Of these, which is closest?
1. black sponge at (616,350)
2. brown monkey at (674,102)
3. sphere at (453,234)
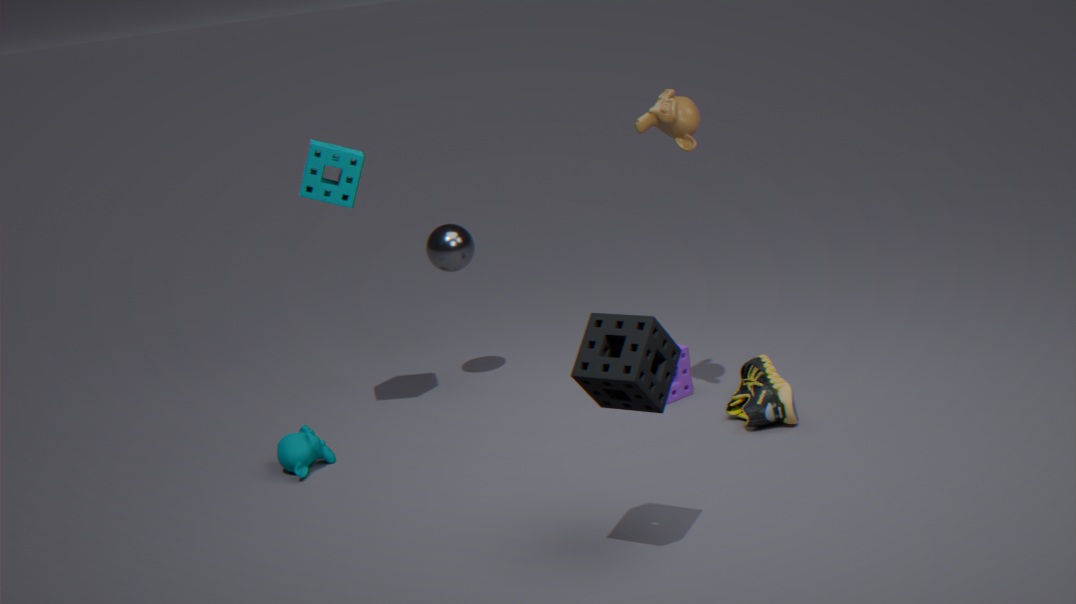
black sponge at (616,350)
